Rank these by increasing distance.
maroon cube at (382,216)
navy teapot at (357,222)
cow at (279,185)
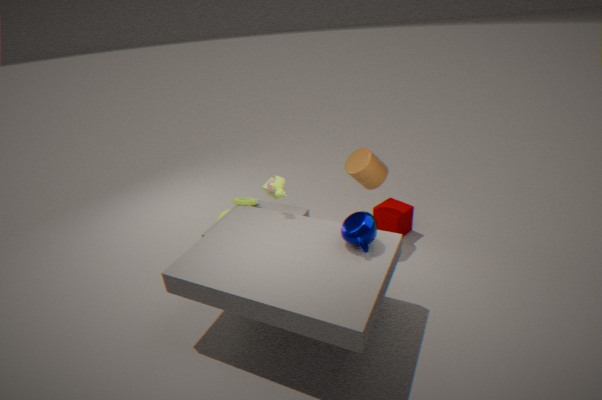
navy teapot at (357,222) < cow at (279,185) < maroon cube at (382,216)
